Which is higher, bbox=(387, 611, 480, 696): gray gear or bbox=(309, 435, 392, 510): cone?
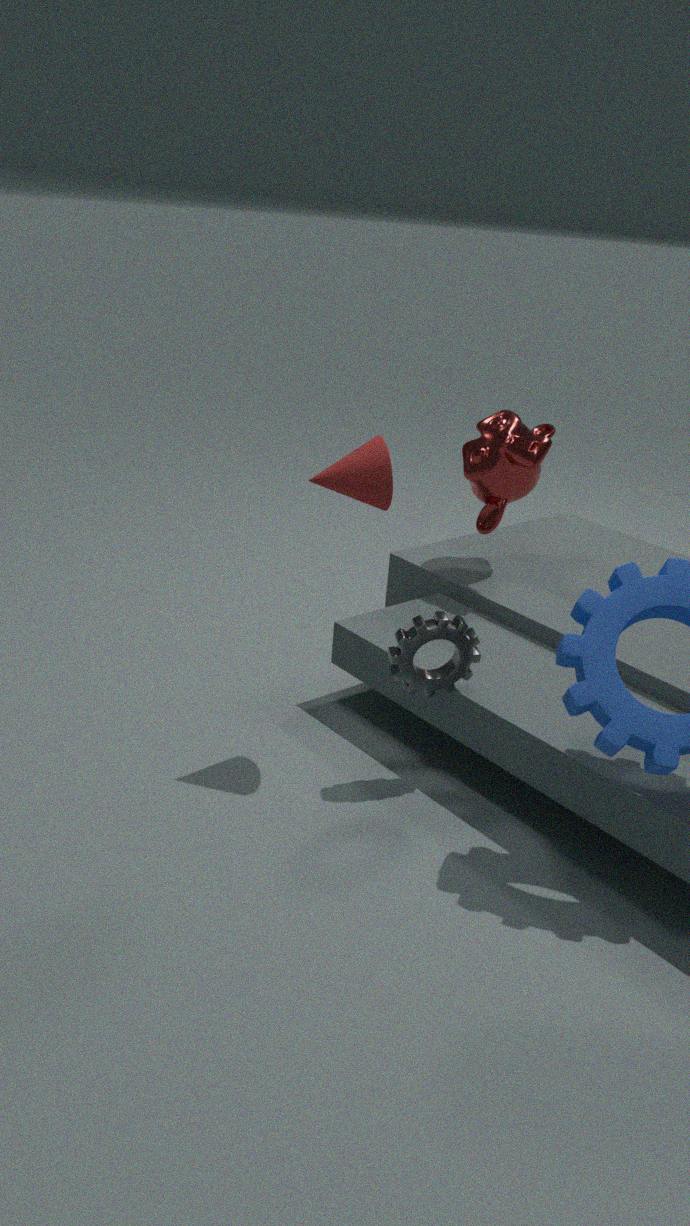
→ bbox=(309, 435, 392, 510): cone
